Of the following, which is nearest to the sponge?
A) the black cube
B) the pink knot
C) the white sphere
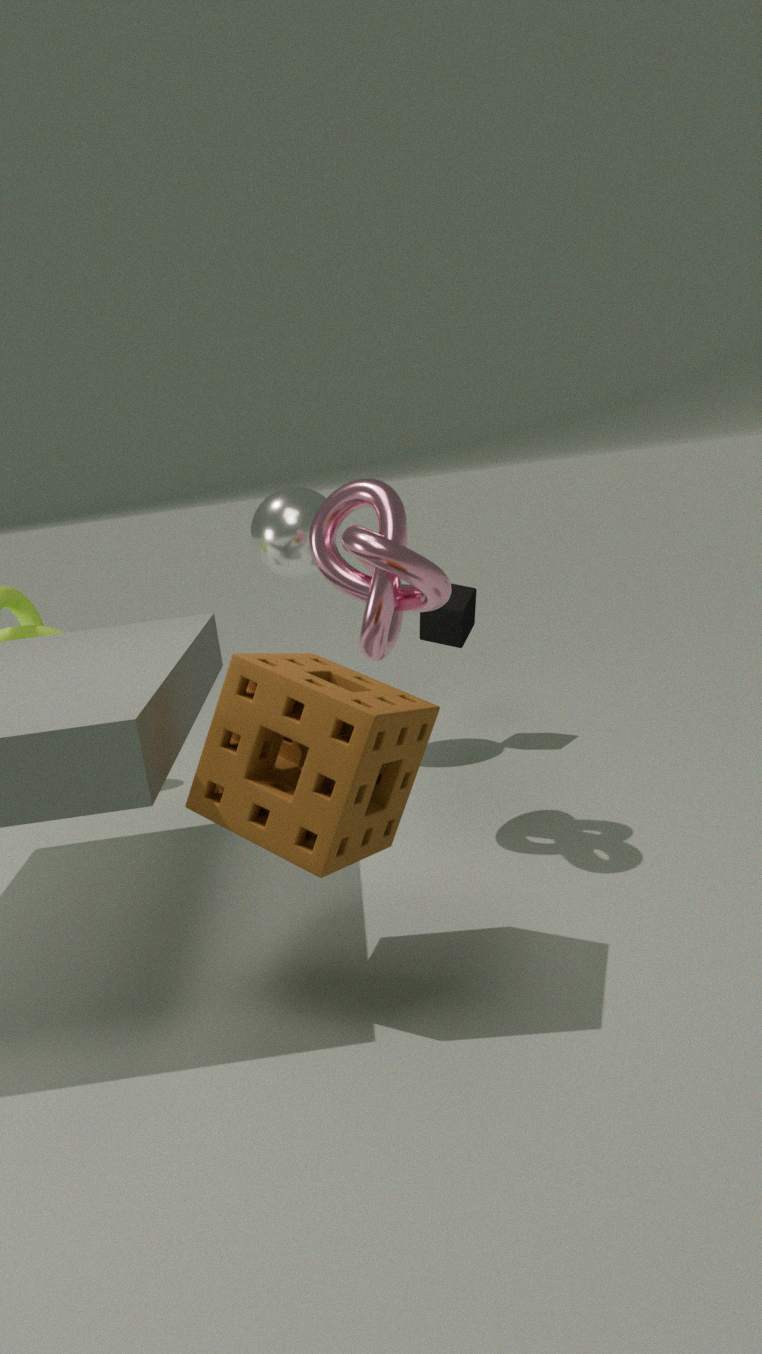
the pink knot
